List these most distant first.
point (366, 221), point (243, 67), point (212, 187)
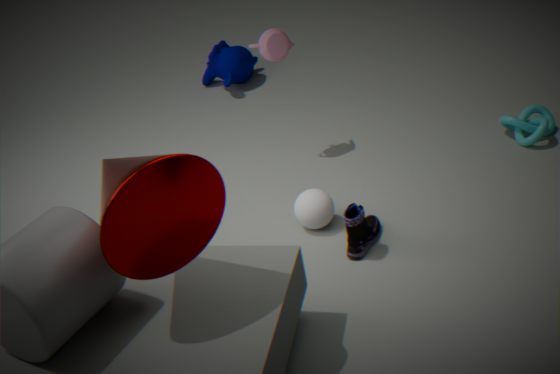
point (243, 67) < point (366, 221) < point (212, 187)
